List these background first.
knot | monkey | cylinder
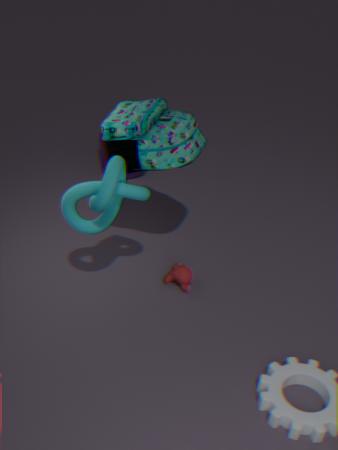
cylinder → monkey → knot
